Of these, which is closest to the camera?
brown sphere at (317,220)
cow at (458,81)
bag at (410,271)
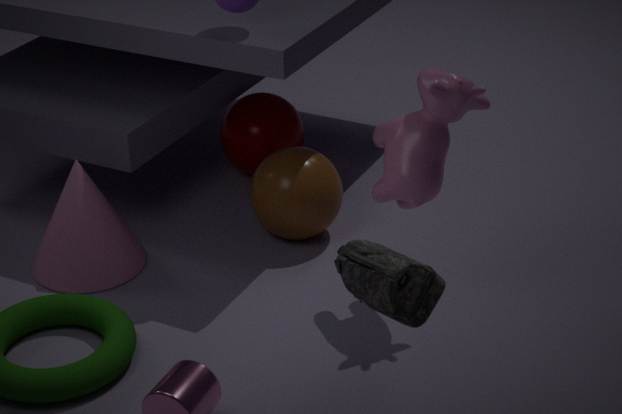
bag at (410,271)
